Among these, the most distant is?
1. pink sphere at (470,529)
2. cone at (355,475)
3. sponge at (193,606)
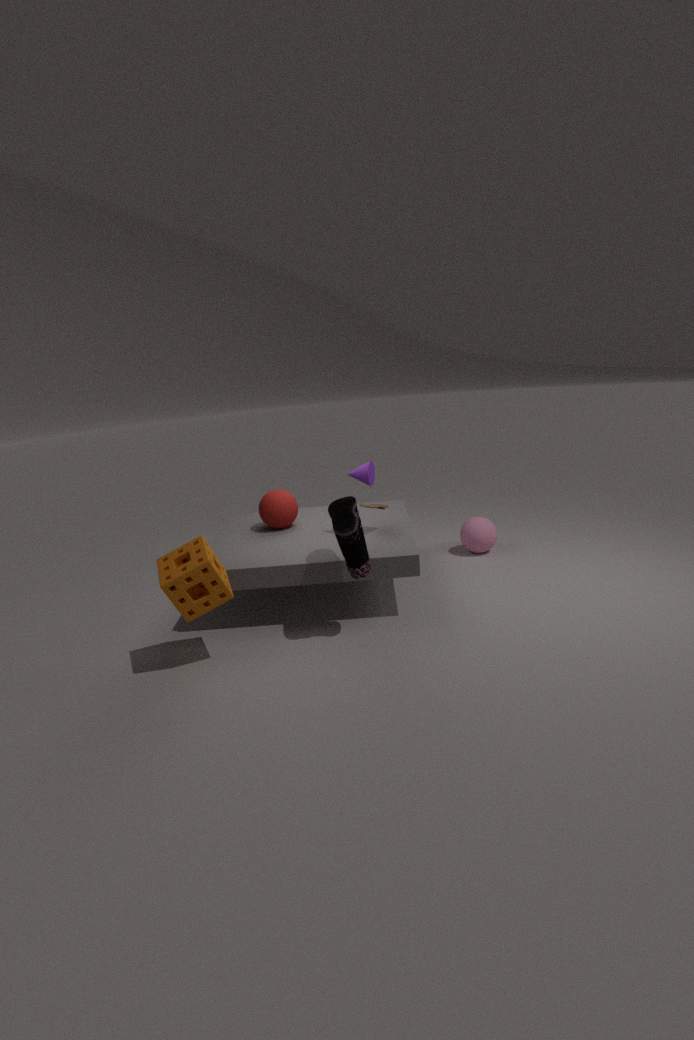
pink sphere at (470,529)
